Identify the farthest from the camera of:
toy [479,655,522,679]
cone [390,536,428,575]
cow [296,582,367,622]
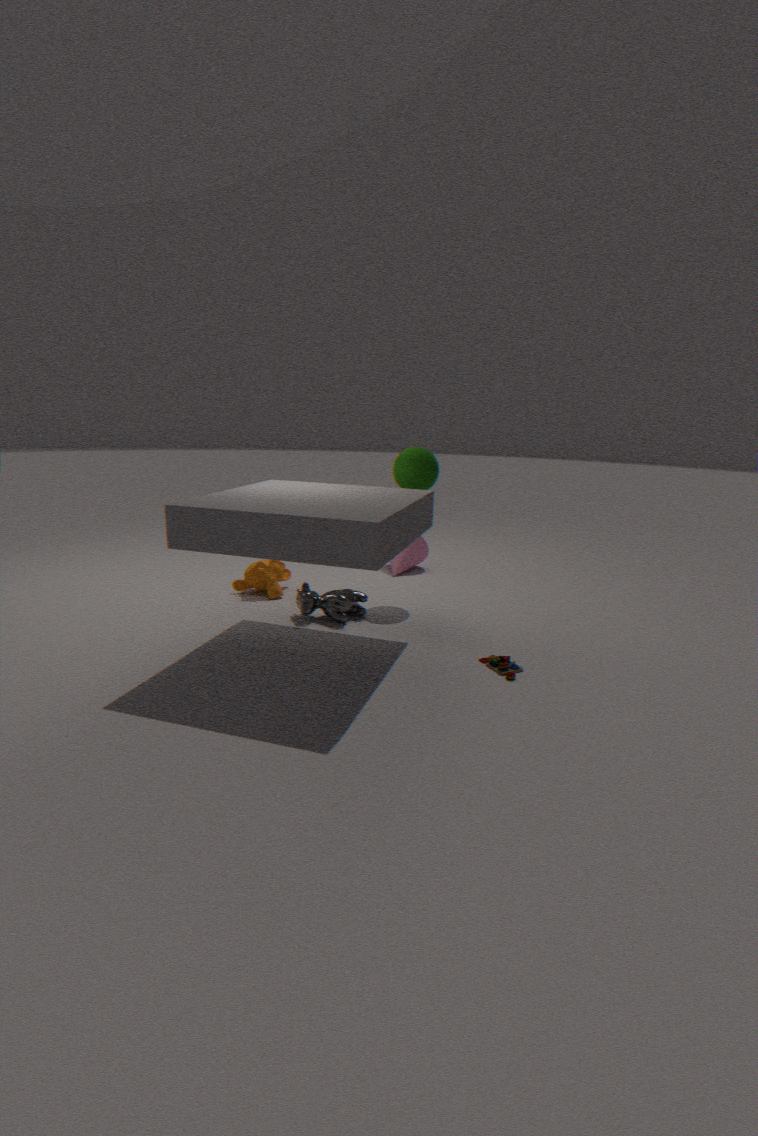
cone [390,536,428,575]
